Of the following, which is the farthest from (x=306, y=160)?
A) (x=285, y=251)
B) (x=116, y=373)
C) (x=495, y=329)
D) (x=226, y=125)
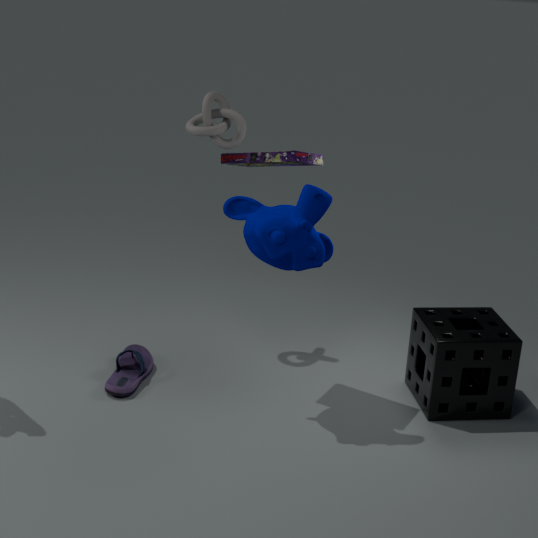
(x=495, y=329)
